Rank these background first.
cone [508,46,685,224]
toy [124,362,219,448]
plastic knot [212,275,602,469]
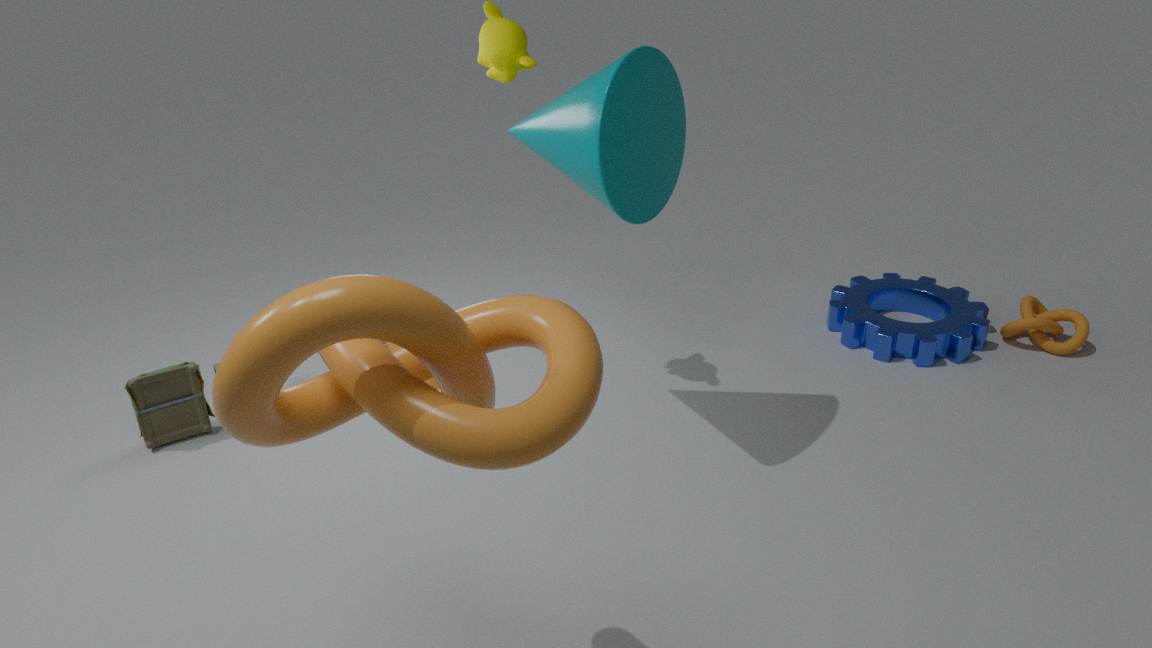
toy [124,362,219,448] < cone [508,46,685,224] < plastic knot [212,275,602,469]
